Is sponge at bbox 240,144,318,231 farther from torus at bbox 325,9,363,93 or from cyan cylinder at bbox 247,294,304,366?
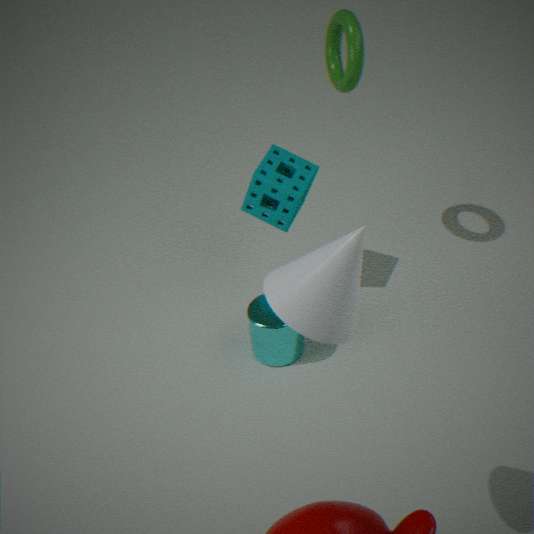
torus at bbox 325,9,363,93
